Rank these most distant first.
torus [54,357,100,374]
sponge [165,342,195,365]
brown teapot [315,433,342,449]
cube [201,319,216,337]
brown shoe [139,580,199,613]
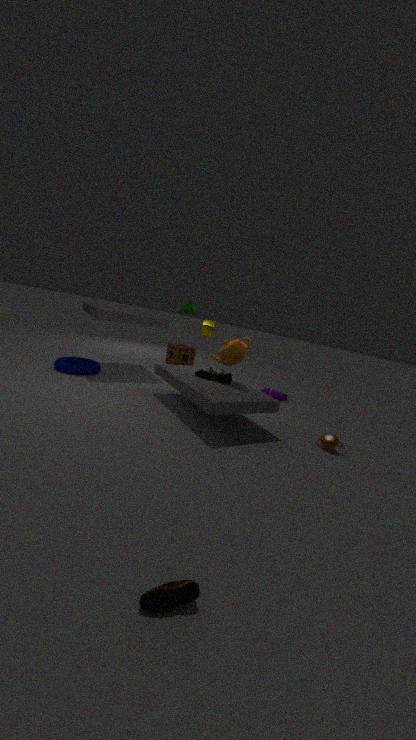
sponge [165,342,195,365]
cube [201,319,216,337]
torus [54,357,100,374]
brown teapot [315,433,342,449]
brown shoe [139,580,199,613]
